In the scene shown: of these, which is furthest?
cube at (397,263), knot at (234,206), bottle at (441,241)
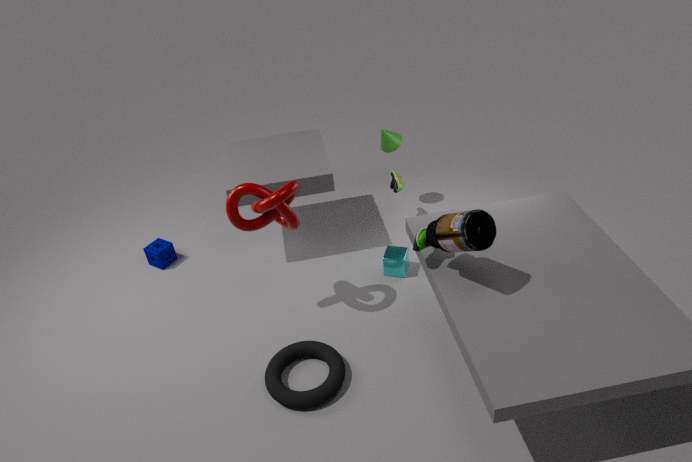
cube at (397,263)
